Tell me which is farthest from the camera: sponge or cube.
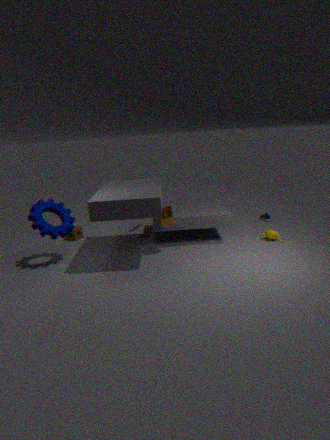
sponge
